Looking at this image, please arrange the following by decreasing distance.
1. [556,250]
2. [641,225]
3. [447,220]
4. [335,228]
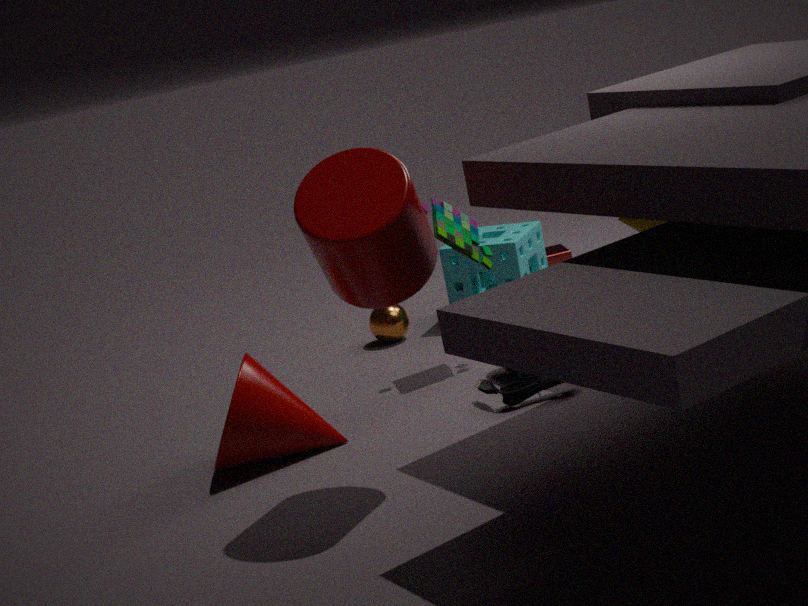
[556,250] < [447,220] < [641,225] < [335,228]
